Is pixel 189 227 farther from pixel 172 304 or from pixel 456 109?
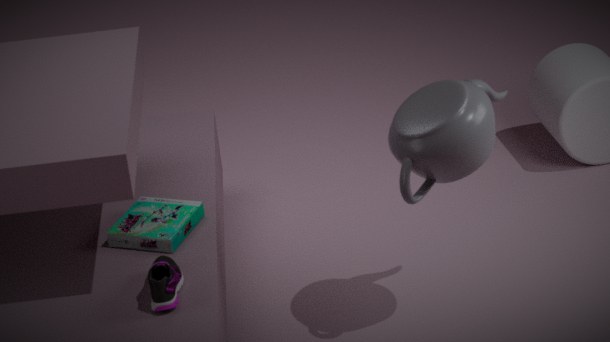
pixel 456 109
